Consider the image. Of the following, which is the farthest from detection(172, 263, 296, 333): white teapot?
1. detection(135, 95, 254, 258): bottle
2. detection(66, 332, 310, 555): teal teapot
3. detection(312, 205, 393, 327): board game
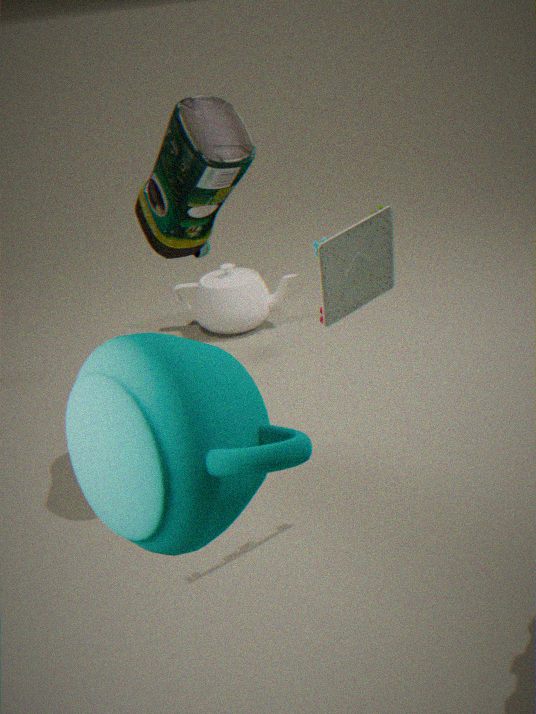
detection(66, 332, 310, 555): teal teapot
